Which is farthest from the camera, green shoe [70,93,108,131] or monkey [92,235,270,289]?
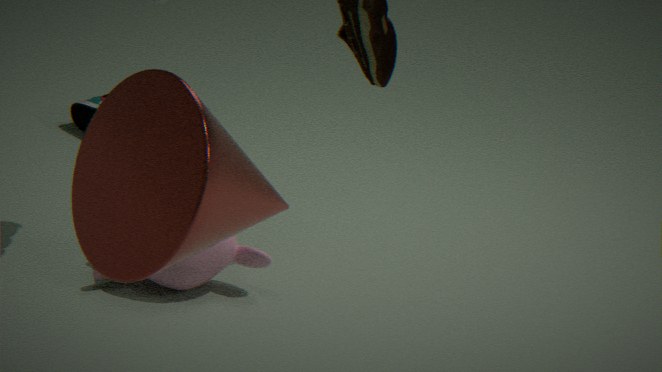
green shoe [70,93,108,131]
